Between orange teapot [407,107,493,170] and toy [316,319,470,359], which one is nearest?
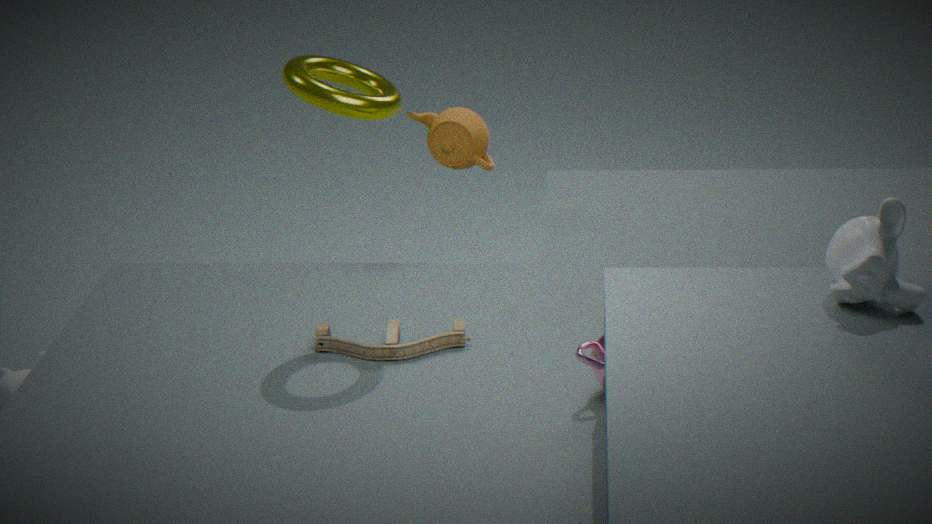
toy [316,319,470,359]
